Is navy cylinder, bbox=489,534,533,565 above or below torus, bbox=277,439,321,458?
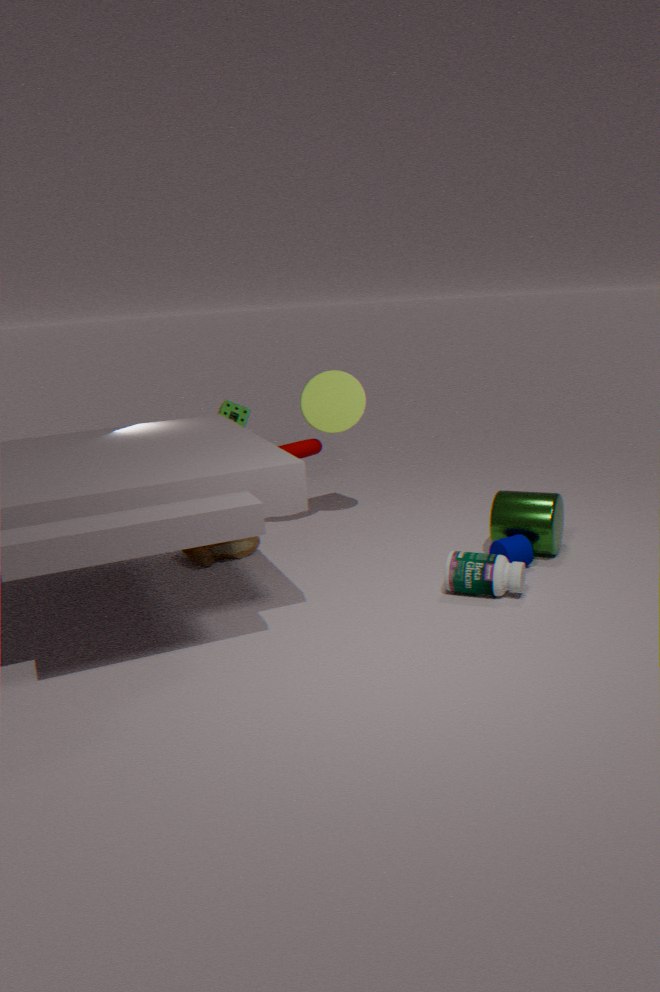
below
